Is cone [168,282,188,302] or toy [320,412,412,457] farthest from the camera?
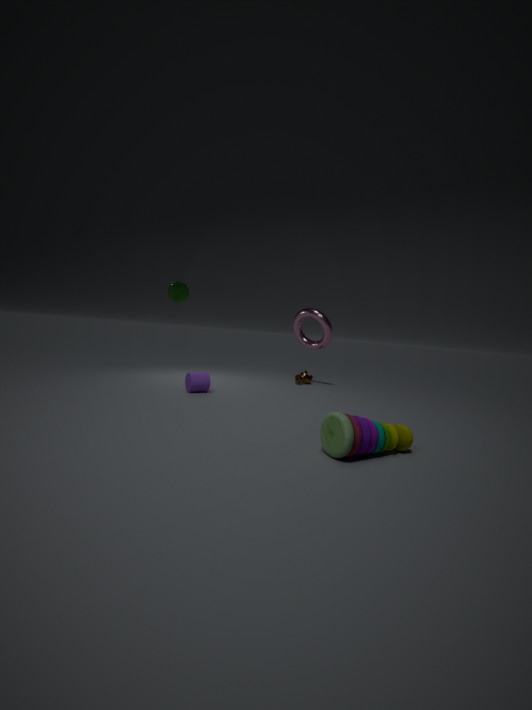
cone [168,282,188,302]
